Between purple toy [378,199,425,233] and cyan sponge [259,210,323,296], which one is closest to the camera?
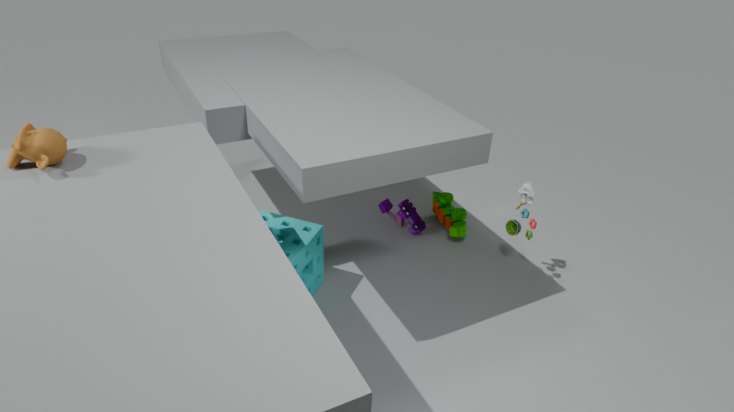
cyan sponge [259,210,323,296]
